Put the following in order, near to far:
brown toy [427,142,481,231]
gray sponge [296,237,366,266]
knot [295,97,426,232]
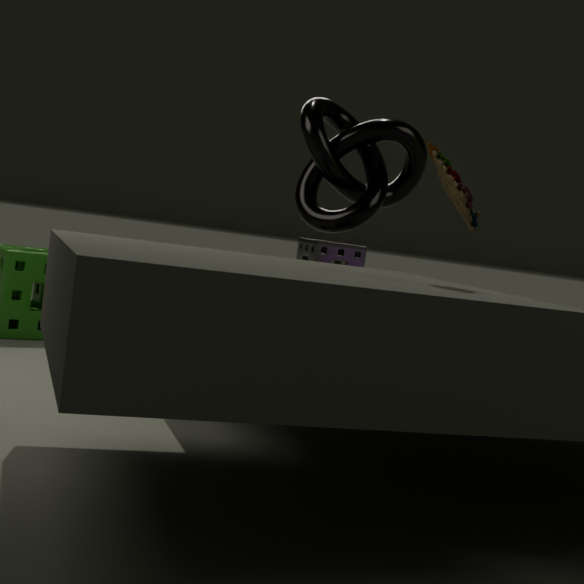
brown toy [427,142,481,231] → gray sponge [296,237,366,266] → knot [295,97,426,232]
